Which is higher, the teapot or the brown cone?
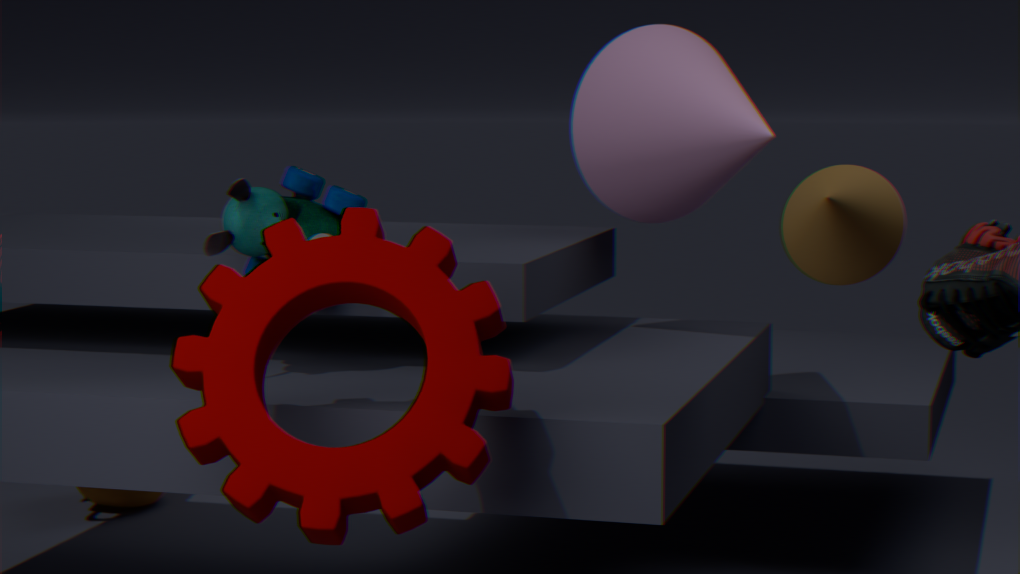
the brown cone
